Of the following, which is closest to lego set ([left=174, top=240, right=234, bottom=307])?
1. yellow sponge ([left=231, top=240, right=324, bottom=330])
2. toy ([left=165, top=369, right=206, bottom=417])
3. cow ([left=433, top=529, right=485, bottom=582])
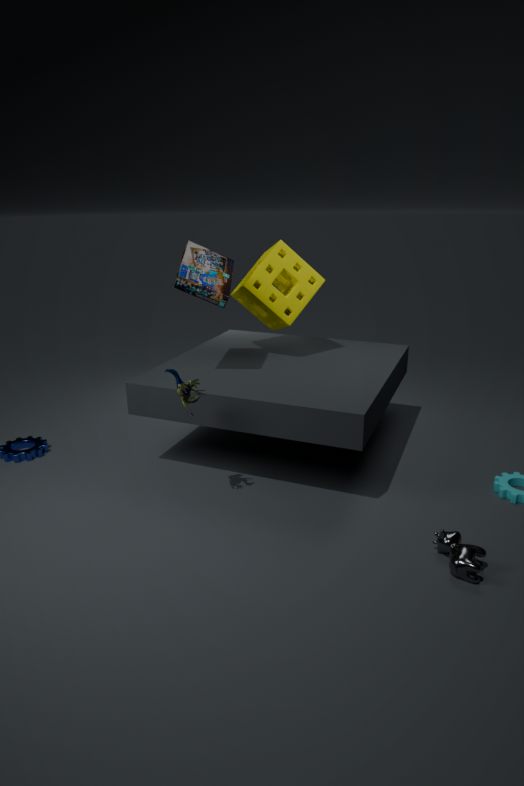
yellow sponge ([left=231, top=240, right=324, bottom=330])
